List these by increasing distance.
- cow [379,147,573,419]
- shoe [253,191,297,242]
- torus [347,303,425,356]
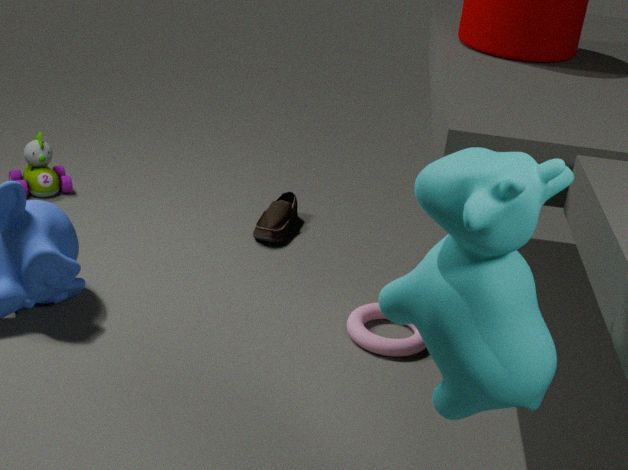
cow [379,147,573,419], torus [347,303,425,356], shoe [253,191,297,242]
